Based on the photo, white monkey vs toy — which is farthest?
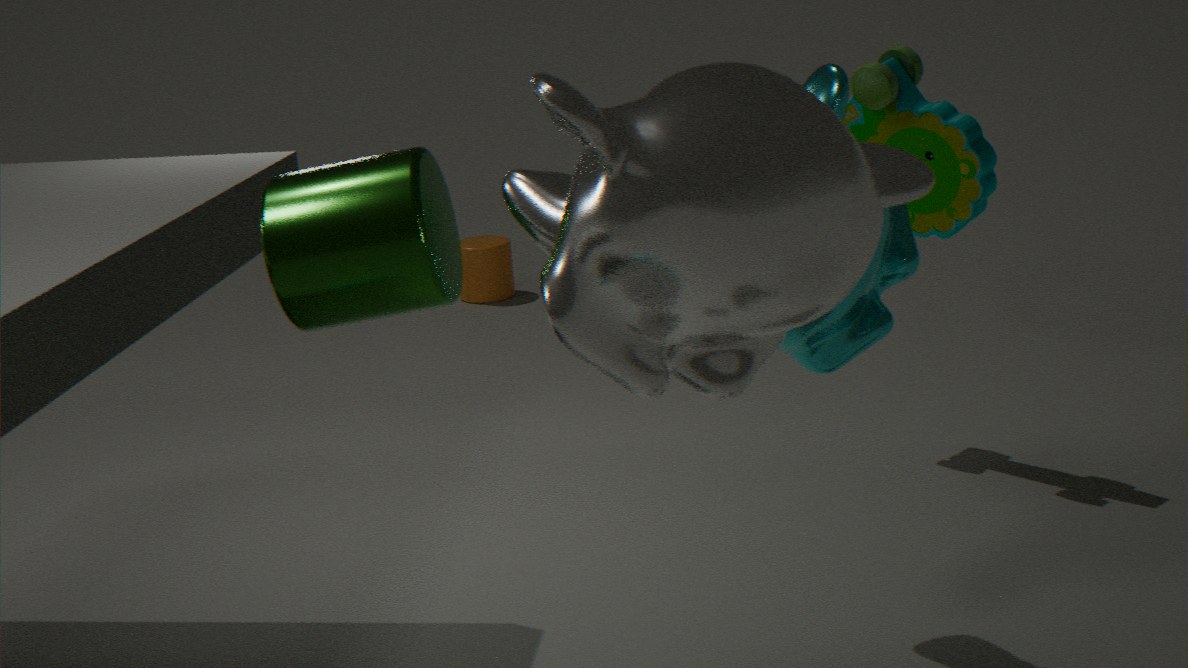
toy
